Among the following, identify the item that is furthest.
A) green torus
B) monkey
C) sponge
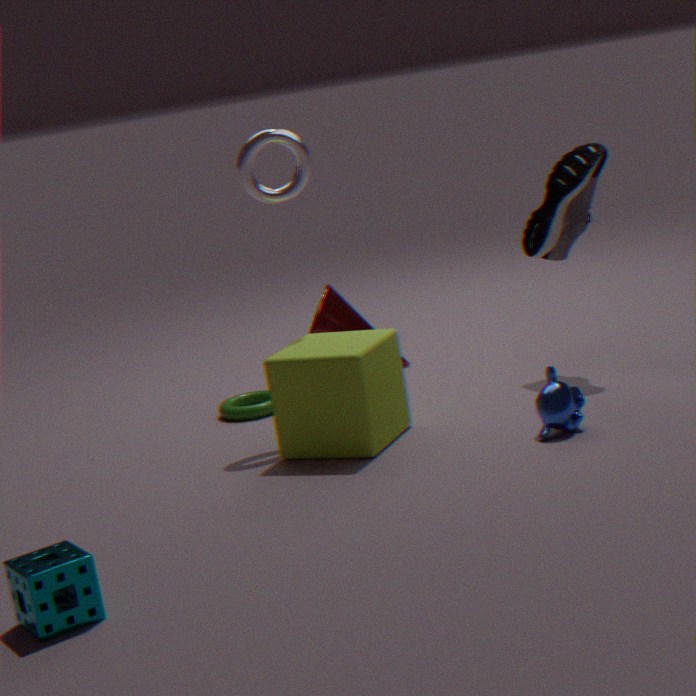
green torus
